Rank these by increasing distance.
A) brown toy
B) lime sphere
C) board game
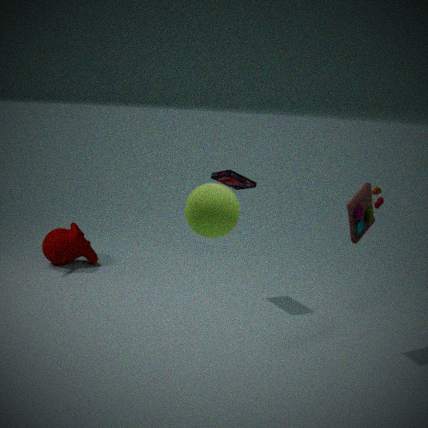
lime sphere < brown toy < board game
